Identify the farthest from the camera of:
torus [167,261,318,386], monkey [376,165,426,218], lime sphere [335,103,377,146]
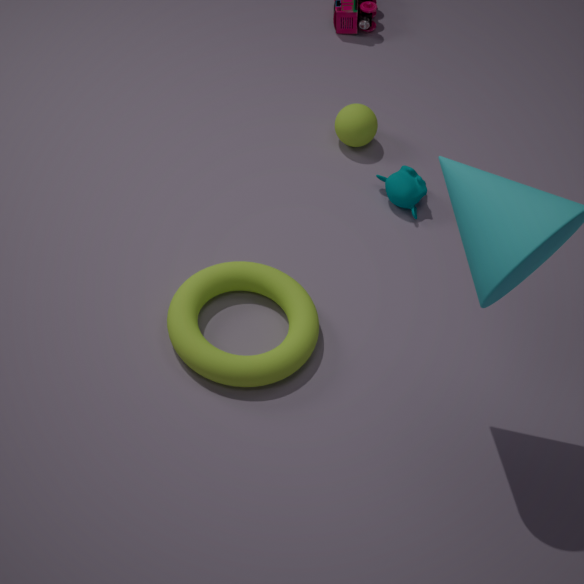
lime sphere [335,103,377,146]
